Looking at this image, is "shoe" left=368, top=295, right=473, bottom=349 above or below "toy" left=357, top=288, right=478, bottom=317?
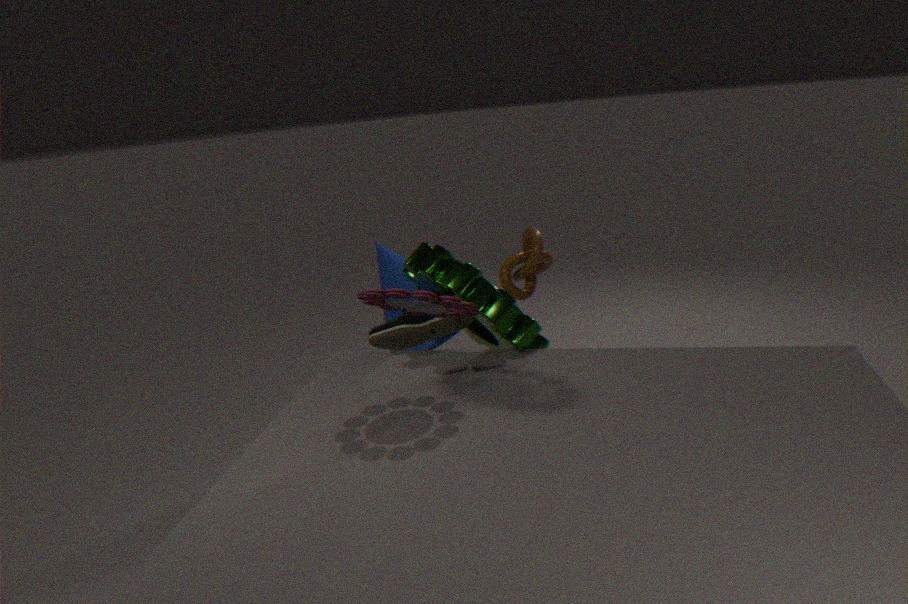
below
